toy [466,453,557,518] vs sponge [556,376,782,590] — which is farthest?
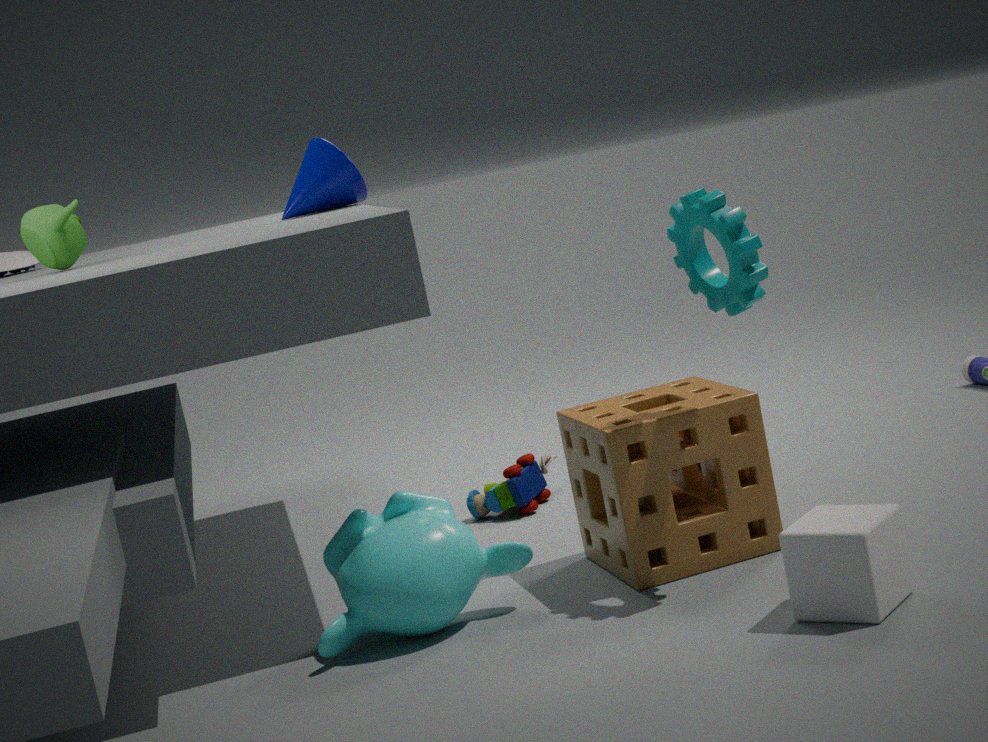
toy [466,453,557,518]
